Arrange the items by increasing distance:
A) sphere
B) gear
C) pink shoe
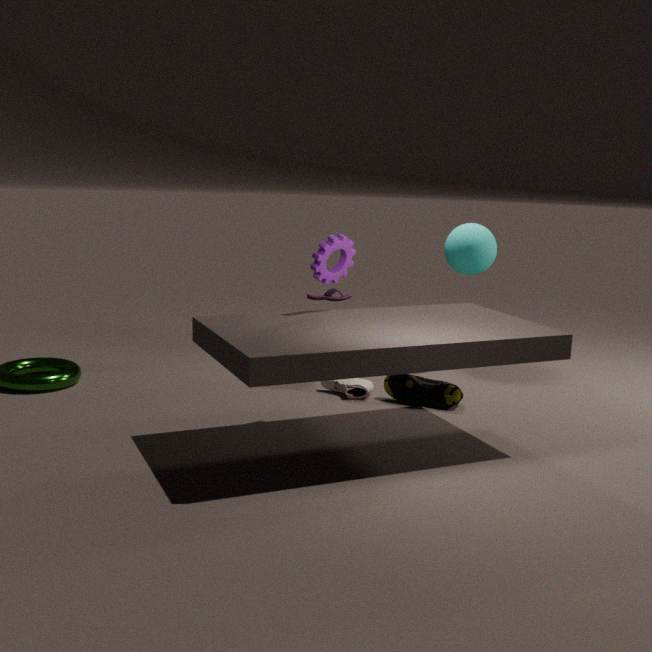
gear, pink shoe, sphere
